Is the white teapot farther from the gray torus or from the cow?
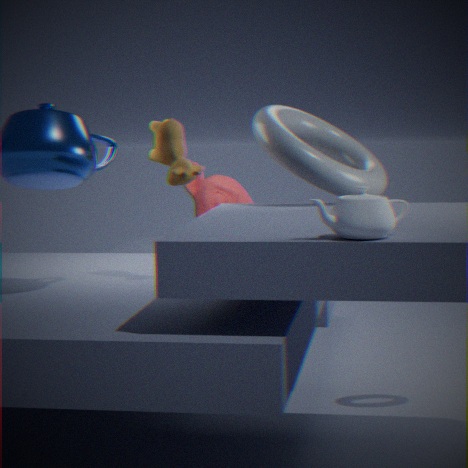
the cow
